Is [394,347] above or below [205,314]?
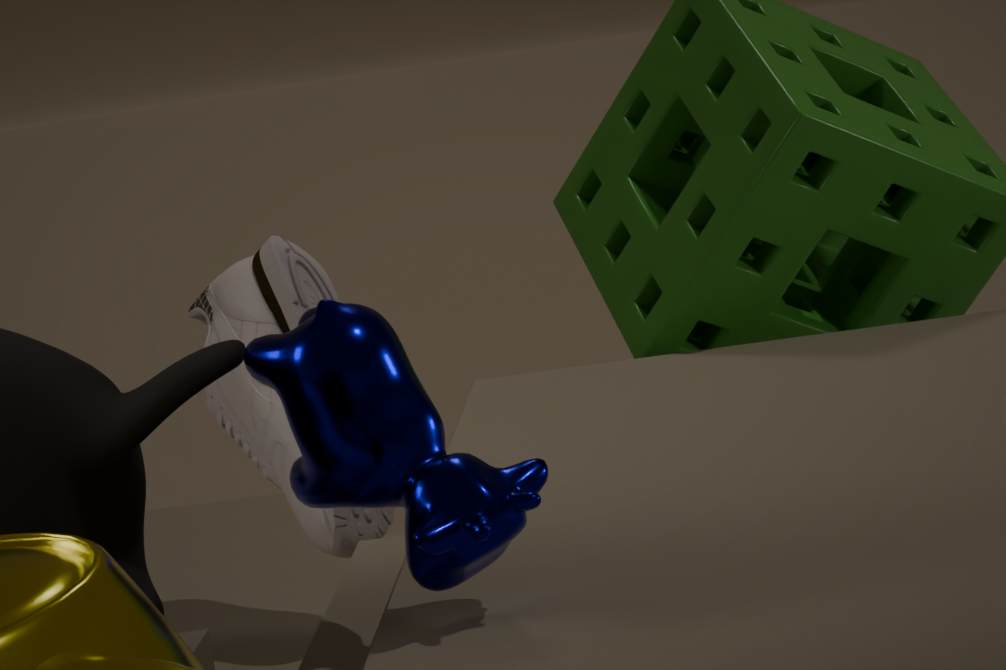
above
